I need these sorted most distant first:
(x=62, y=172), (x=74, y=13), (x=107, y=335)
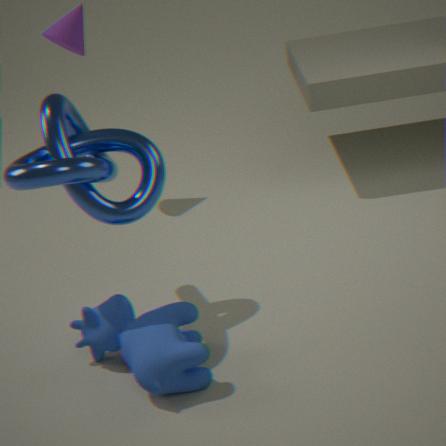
(x=74, y=13) → (x=107, y=335) → (x=62, y=172)
